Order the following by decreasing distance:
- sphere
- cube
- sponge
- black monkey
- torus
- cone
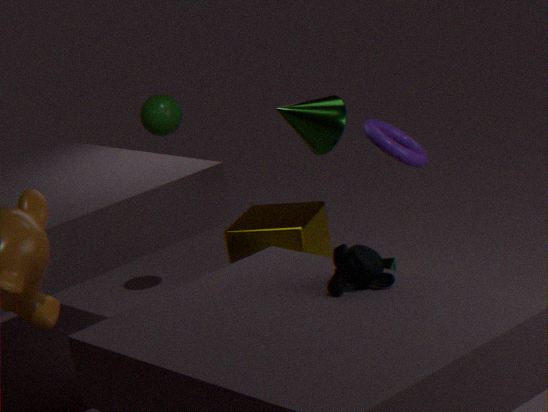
sphere < cube < sponge < torus < cone < black monkey
